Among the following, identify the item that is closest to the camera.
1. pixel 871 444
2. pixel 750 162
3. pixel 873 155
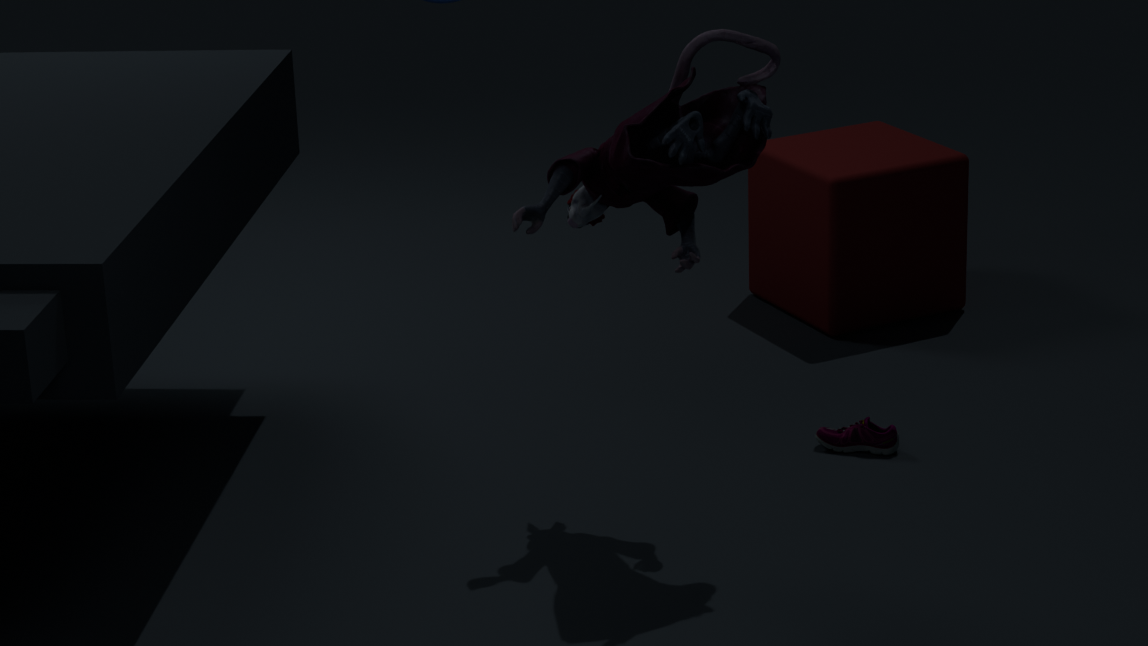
pixel 750 162
